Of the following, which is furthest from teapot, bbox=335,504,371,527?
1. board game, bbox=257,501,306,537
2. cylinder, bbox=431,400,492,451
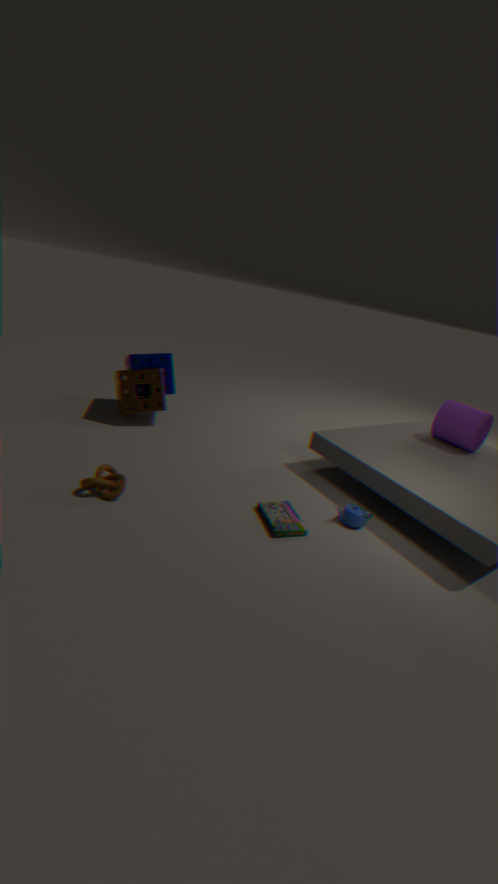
cylinder, bbox=431,400,492,451
